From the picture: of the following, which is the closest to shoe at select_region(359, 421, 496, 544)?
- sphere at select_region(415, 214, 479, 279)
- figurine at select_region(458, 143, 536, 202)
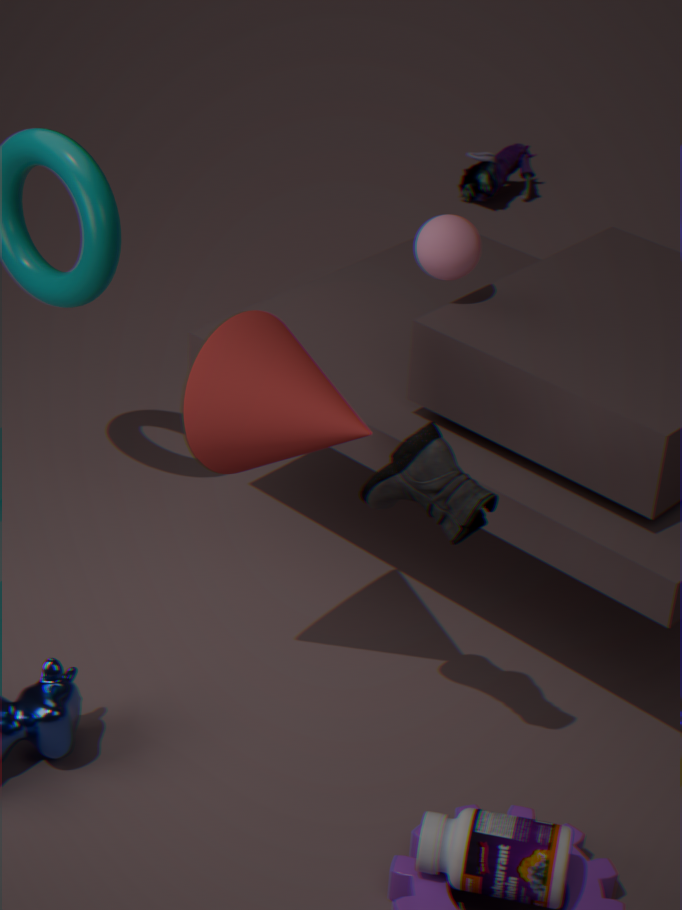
sphere at select_region(415, 214, 479, 279)
